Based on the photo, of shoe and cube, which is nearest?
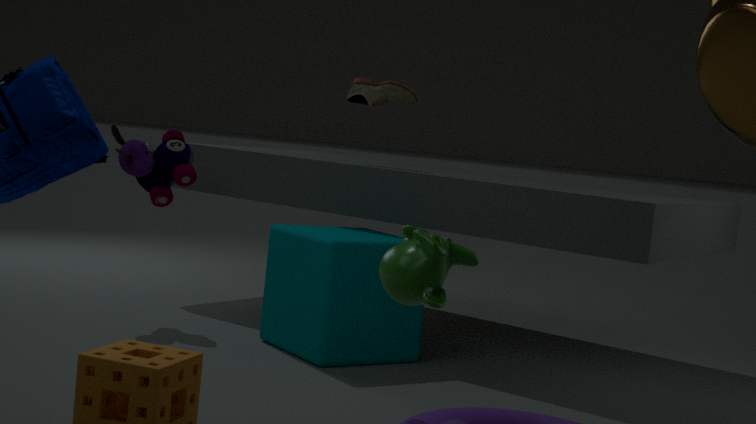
cube
